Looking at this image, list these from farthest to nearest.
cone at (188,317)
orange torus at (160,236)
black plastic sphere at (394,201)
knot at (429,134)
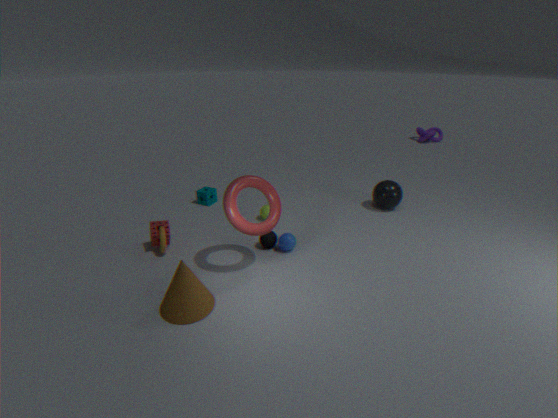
knot at (429,134), black plastic sphere at (394,201), orange torus at (160,236), cone at (188,317)
